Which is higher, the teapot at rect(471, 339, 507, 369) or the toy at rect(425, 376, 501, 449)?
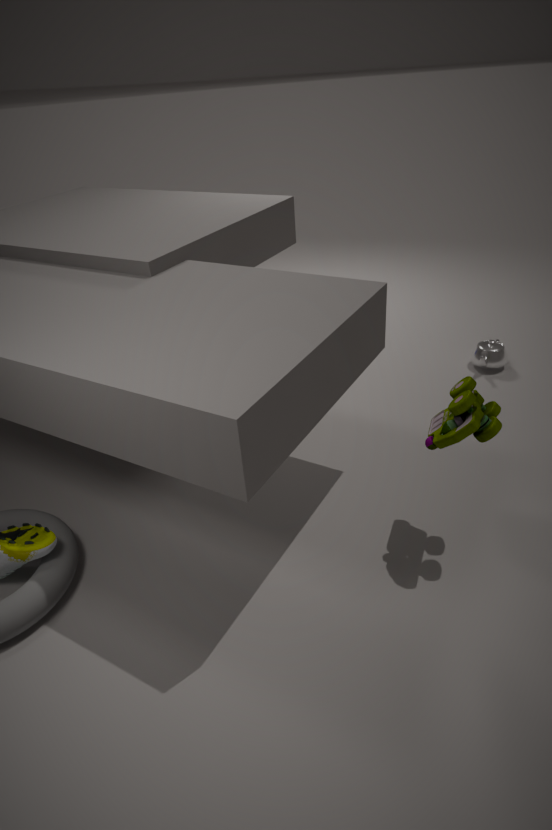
the toy at rect(425, 376, 501, 449)
